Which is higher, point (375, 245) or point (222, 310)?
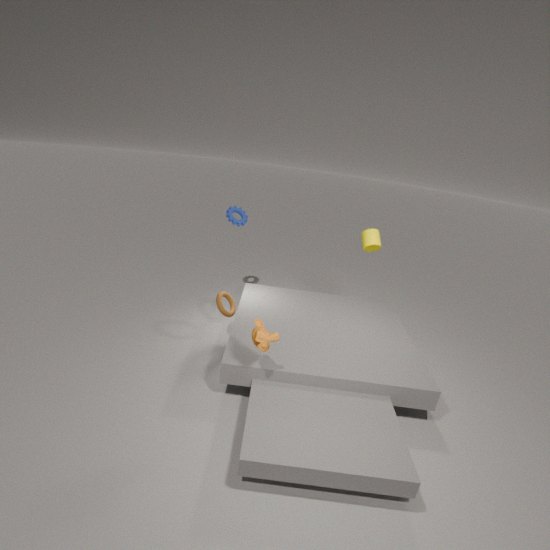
point (375, 245)
